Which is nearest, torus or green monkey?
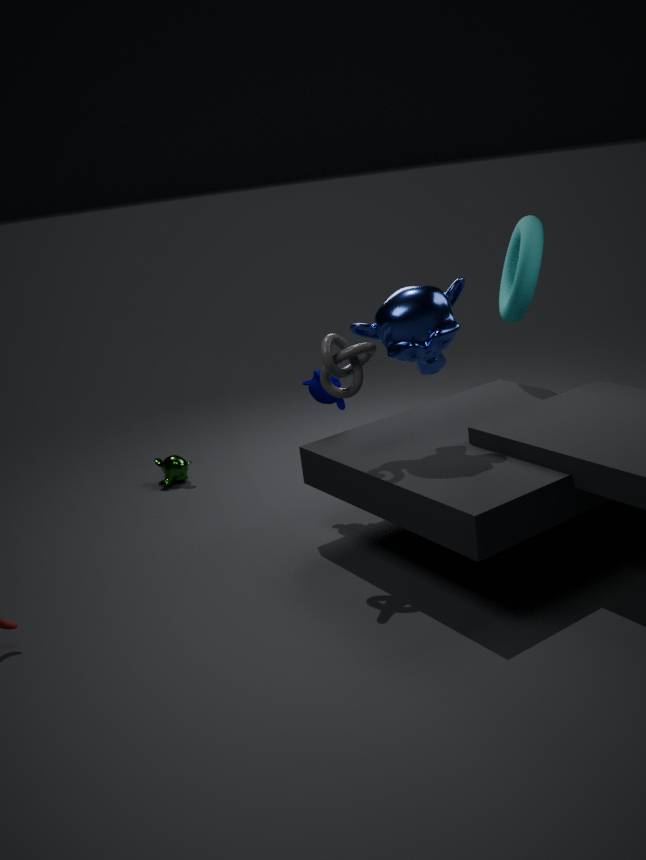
torus
